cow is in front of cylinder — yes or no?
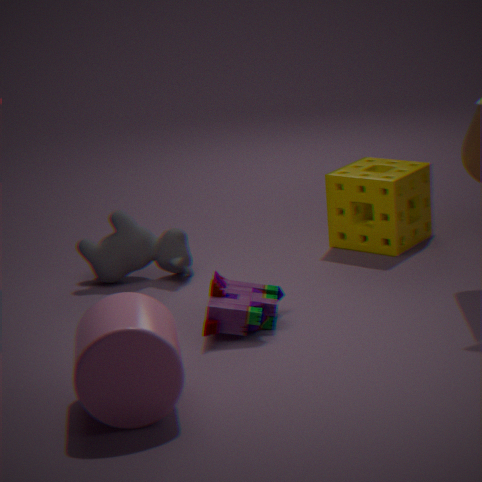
No
